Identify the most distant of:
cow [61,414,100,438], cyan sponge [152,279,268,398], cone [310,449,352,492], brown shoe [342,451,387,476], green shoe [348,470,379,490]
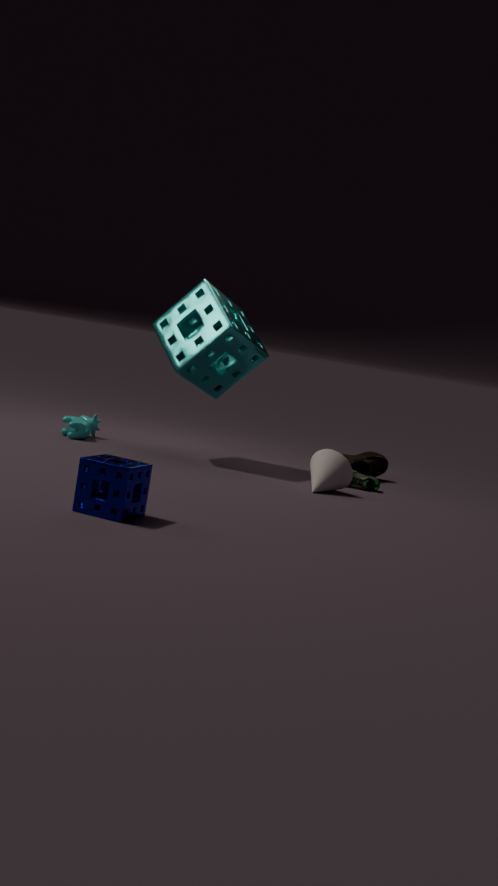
brown shoe [342,451,387,476]
